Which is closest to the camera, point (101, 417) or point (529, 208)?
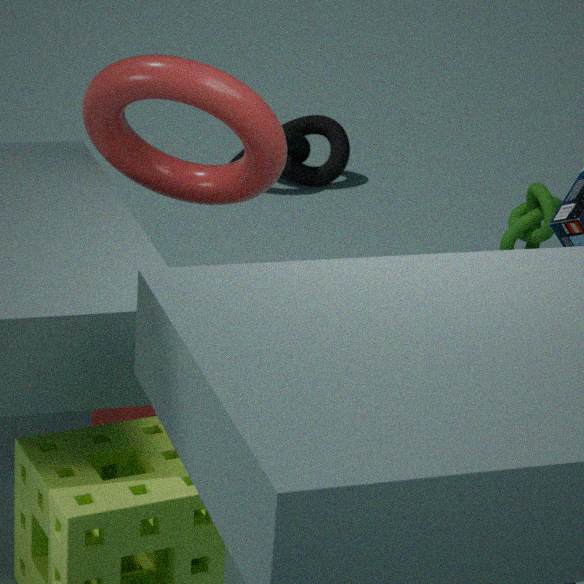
point (101, 417)
